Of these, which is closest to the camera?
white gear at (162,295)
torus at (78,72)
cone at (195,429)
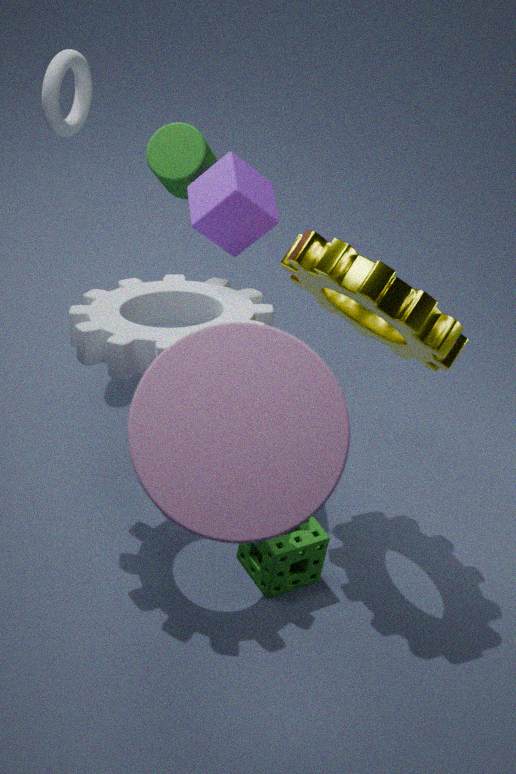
cone at (195,429)
